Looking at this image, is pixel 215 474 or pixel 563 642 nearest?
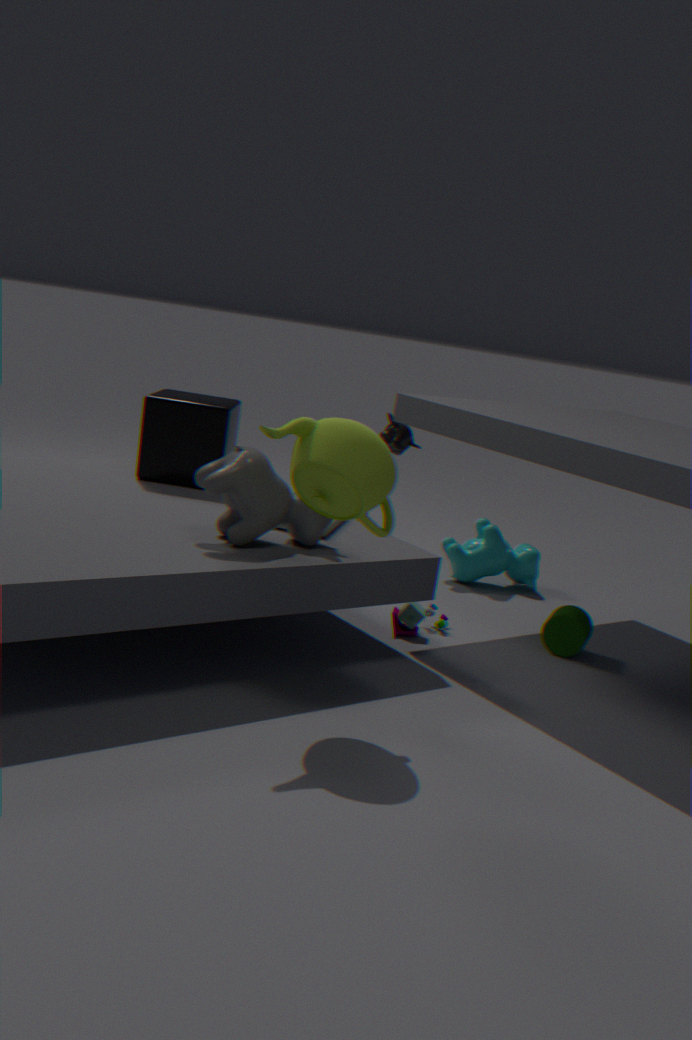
pixel 215 474
